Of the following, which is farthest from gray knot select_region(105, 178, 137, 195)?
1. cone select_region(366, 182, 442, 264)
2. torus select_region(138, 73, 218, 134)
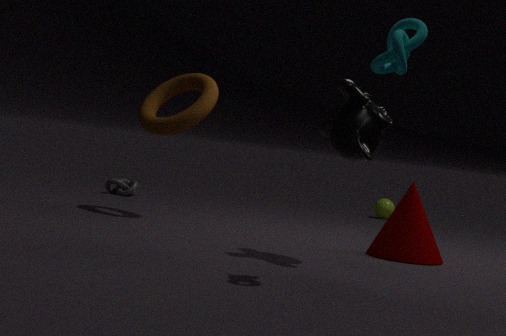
cone select_region(366, 182, 442, 264)
